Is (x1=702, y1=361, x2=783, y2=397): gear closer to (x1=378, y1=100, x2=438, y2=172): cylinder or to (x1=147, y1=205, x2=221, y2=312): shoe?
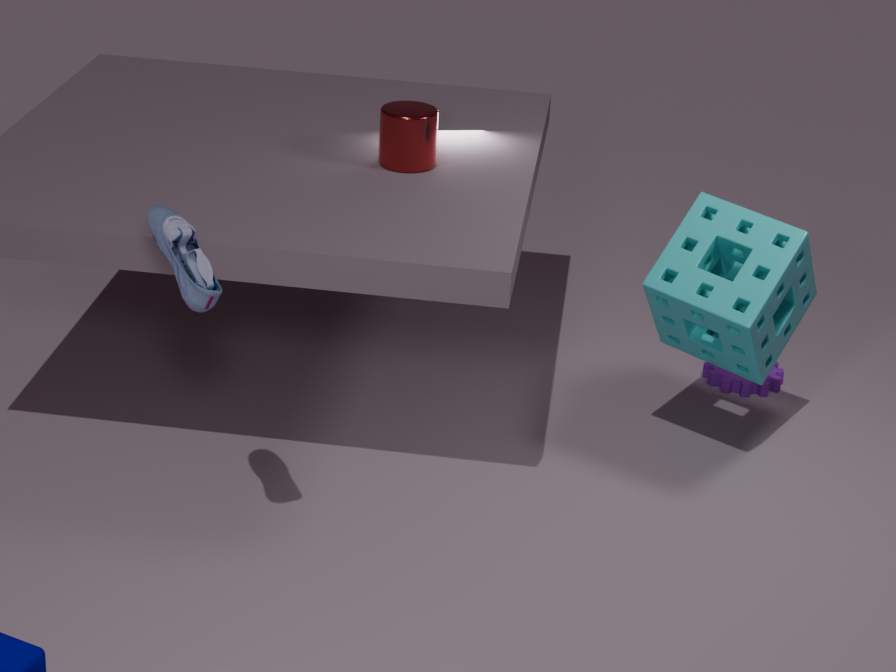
(x1=378, y1=100, x2=438, y2=172): cylinder
